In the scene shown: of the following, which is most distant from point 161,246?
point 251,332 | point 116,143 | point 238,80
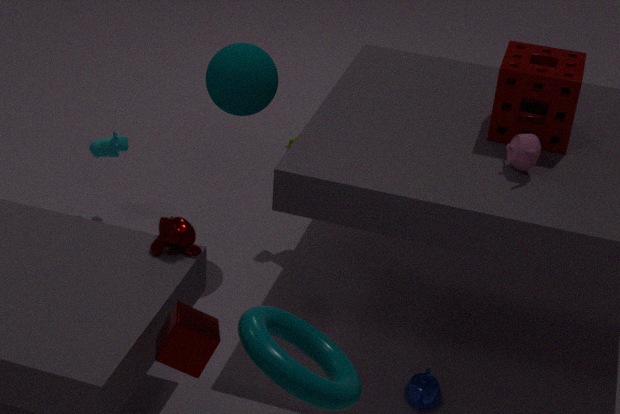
point 116,143
